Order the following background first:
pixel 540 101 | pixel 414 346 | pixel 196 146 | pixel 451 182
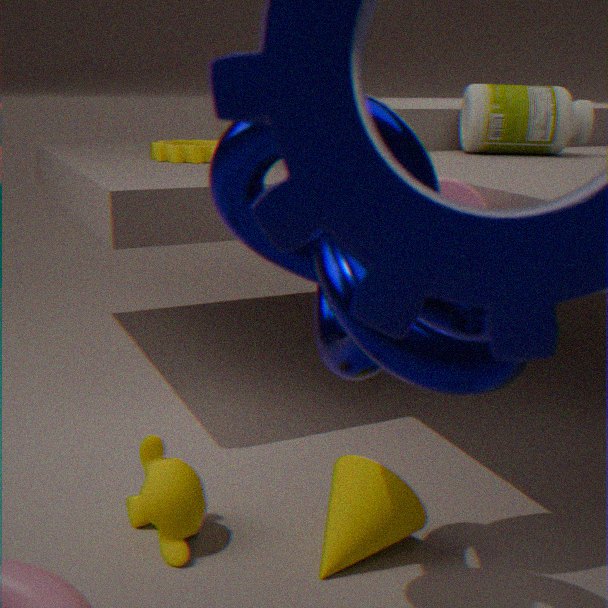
pixel 196 146
pixel 540 101
pixel 451 182
pixel 414 346
